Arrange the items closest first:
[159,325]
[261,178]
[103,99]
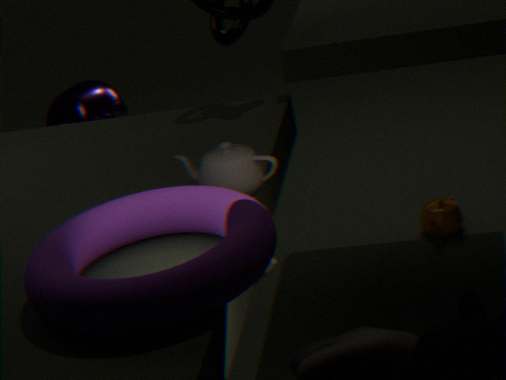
[159,325], [261,178], [103,99]
